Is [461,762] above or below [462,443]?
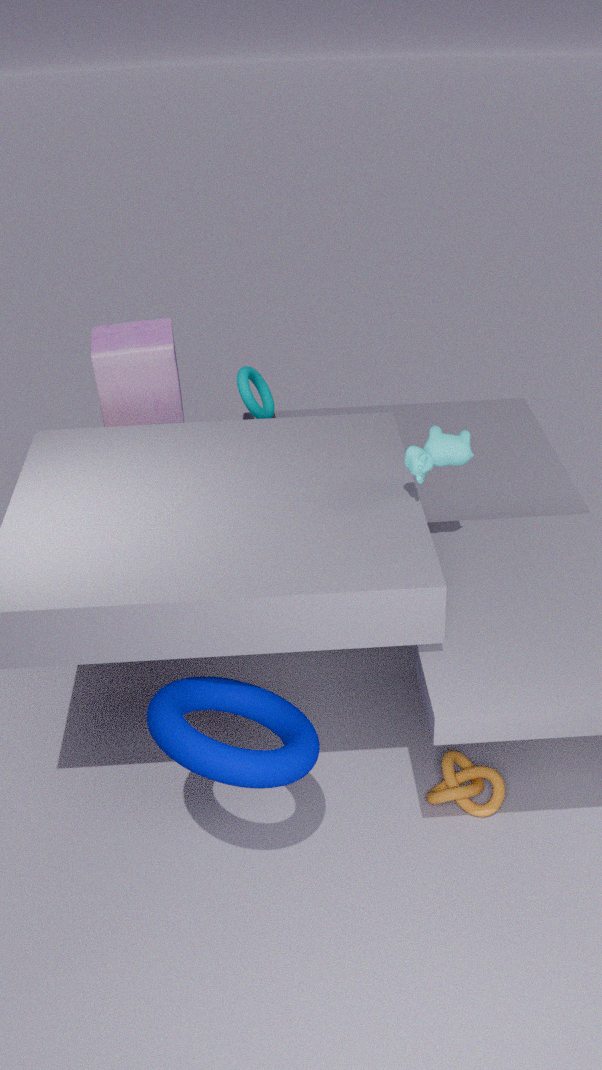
below
